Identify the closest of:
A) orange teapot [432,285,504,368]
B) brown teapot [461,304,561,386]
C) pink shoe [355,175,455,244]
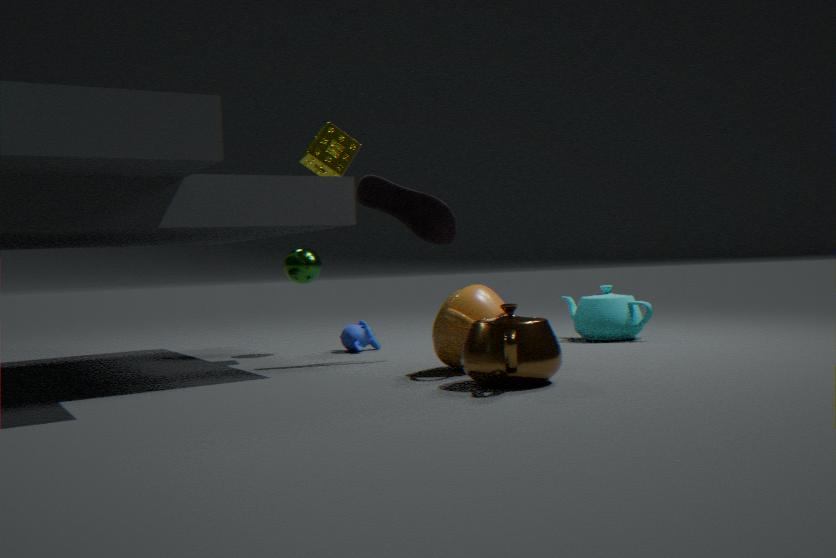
brown teapot [461,304,561,386]
